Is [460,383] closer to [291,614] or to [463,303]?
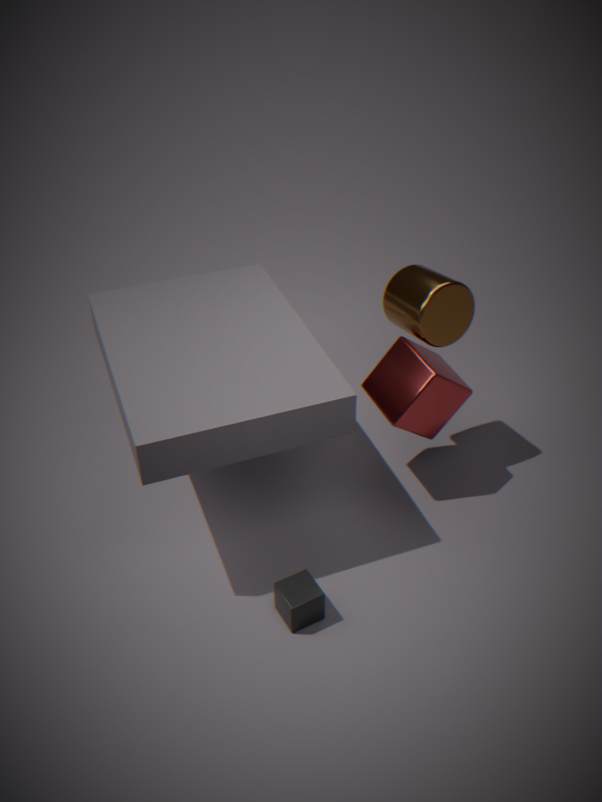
[463,303]
